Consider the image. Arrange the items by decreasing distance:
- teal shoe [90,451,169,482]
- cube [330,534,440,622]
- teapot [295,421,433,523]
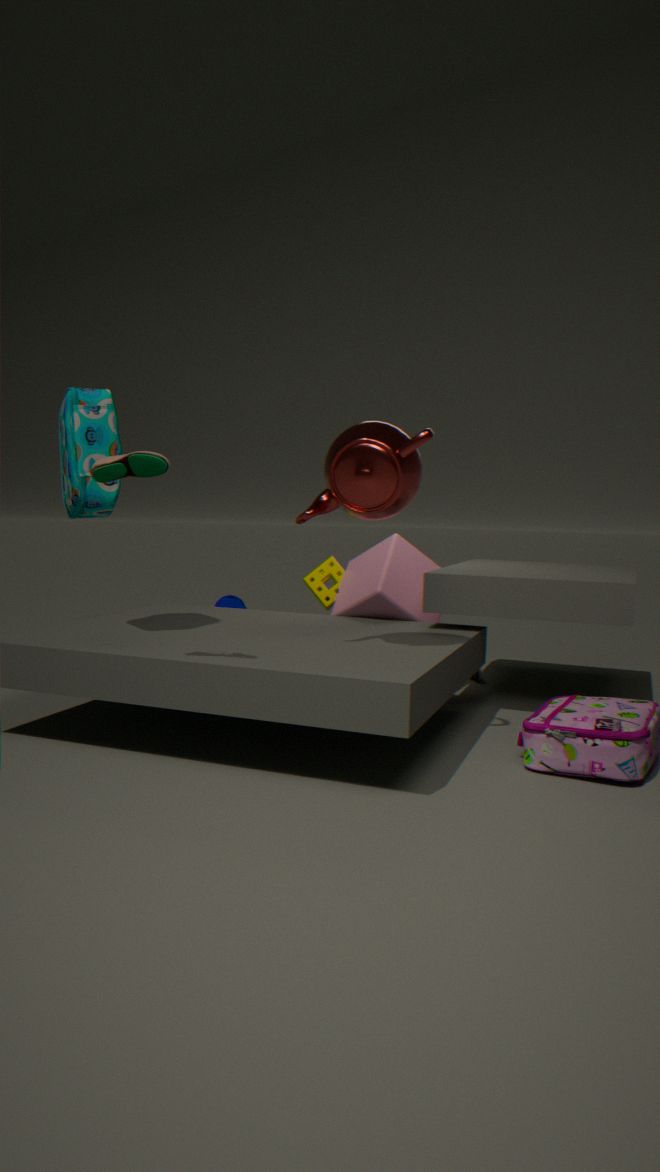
cube [330,534,440,622] → teapot [295,421,433,523] → teal shoe [90,451,169,482]
